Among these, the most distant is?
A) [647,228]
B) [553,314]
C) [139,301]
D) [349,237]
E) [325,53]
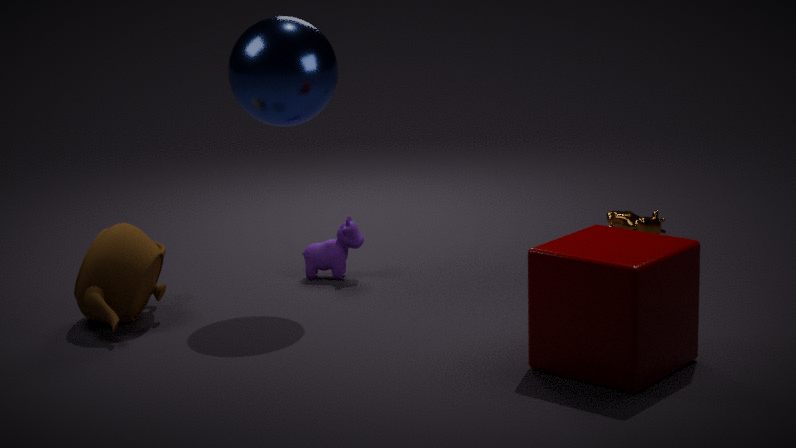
[647,228]
